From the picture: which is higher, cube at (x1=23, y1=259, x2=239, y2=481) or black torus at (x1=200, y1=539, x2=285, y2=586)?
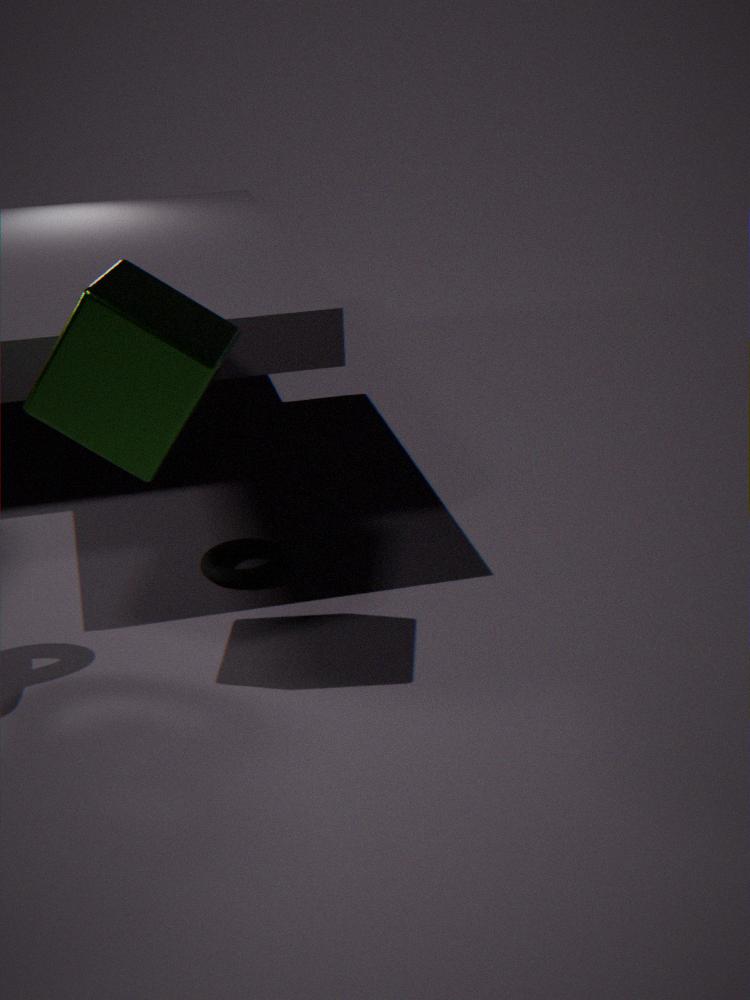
cube at (x1=23, y1=259, x2=239, y2=481)
